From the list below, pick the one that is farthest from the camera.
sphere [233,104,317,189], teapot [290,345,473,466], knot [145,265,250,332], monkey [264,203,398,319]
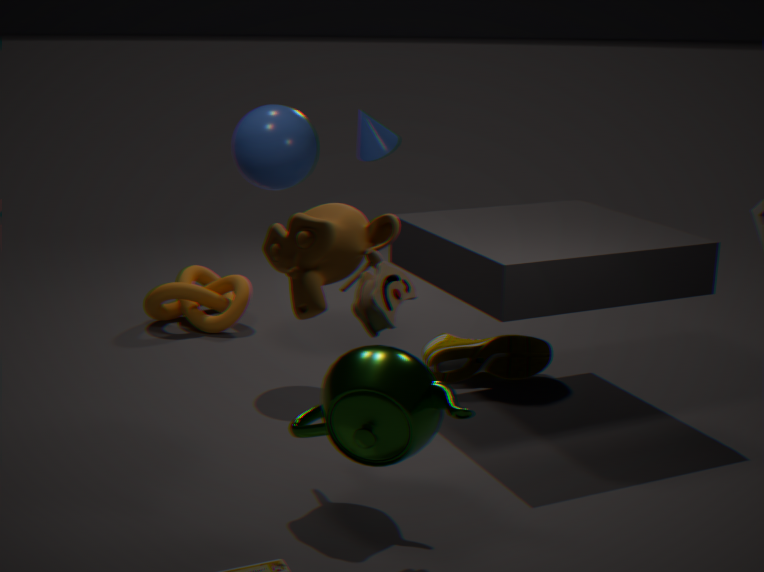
knot [145,265,250,332]
